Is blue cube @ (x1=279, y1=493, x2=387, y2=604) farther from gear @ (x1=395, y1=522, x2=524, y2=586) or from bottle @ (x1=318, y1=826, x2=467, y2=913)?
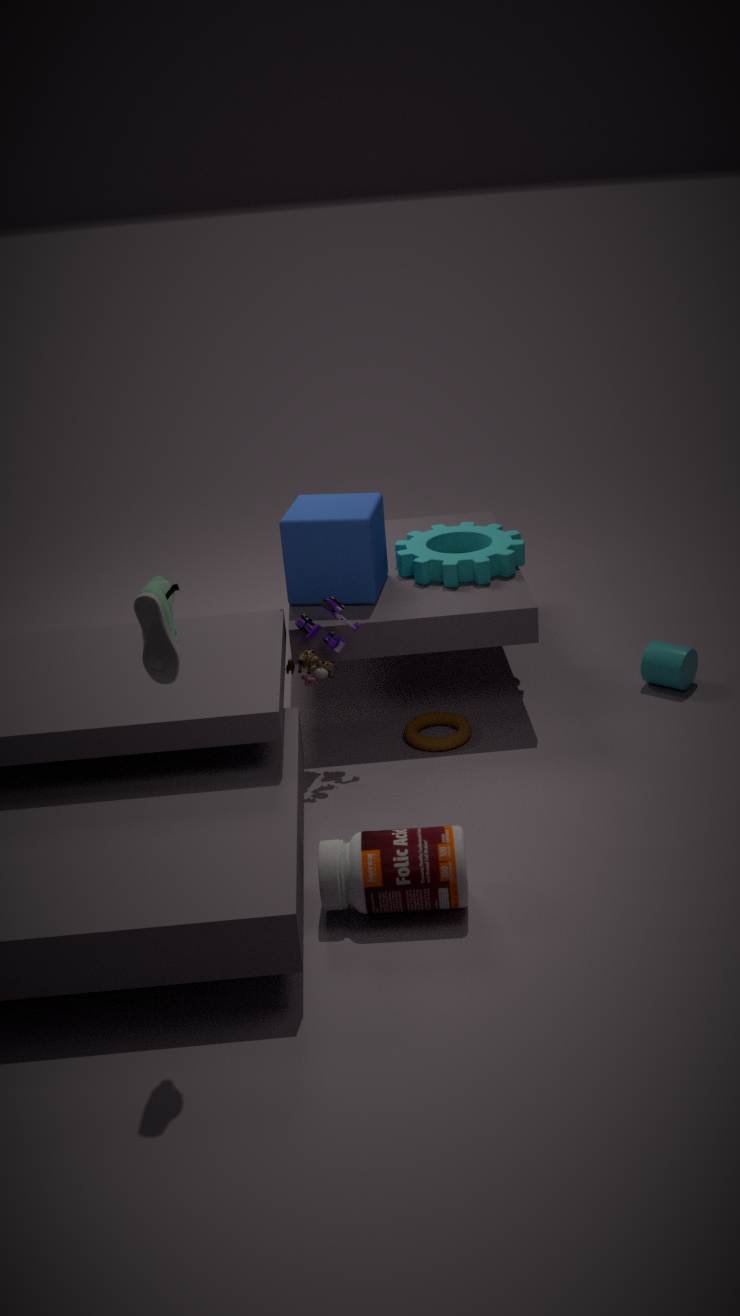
bottle @ (x1=318, y1=826, x2=467, y2=913)
